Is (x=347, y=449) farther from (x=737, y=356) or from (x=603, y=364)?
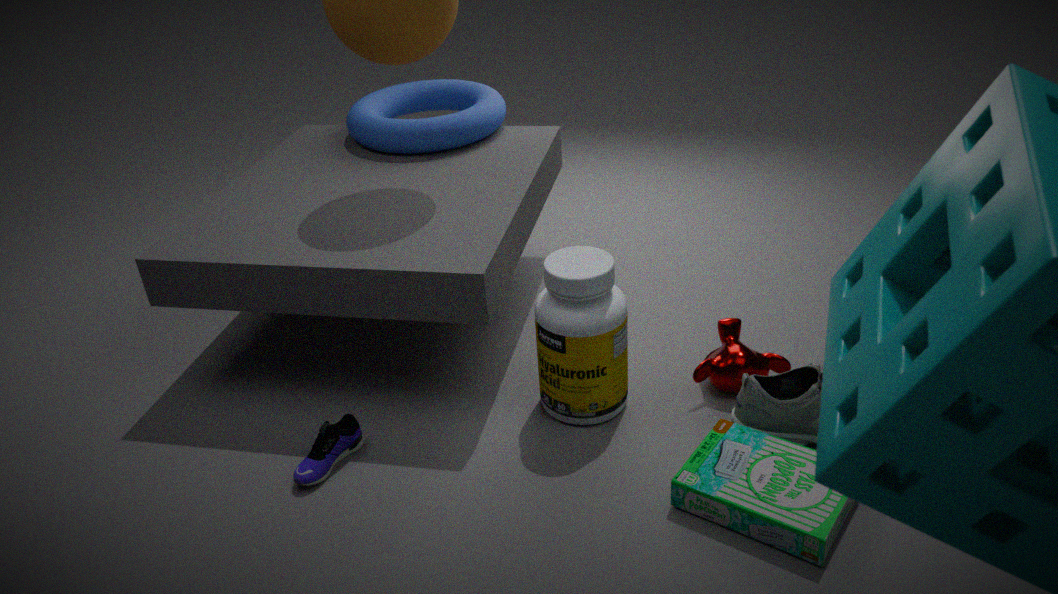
(x=737, y=356)
